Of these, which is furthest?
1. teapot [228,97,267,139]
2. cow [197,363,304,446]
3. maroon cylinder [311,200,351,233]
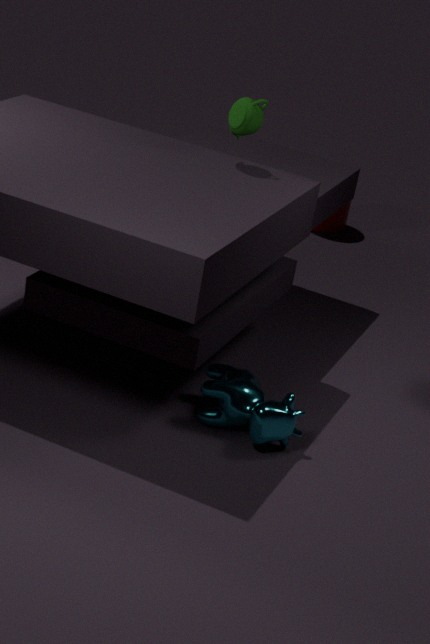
maroon cylinder [311,200,351,233]
